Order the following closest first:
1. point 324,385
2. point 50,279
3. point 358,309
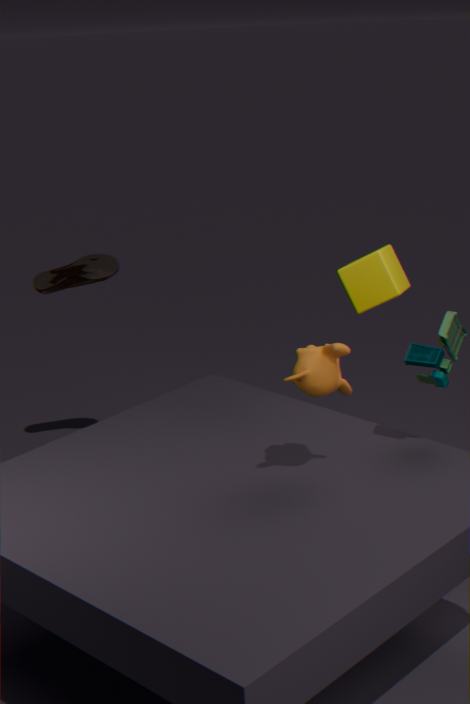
1. point 324,385
2. point 358,309
3. point 50,279
